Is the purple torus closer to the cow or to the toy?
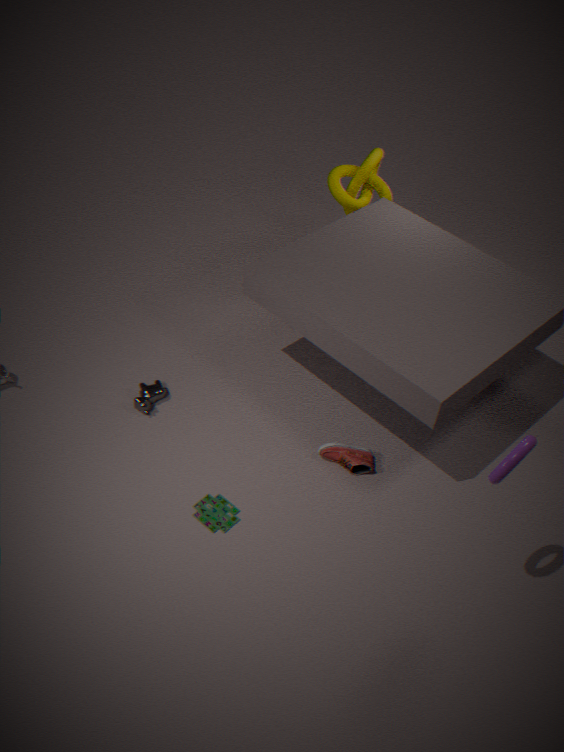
the toy
